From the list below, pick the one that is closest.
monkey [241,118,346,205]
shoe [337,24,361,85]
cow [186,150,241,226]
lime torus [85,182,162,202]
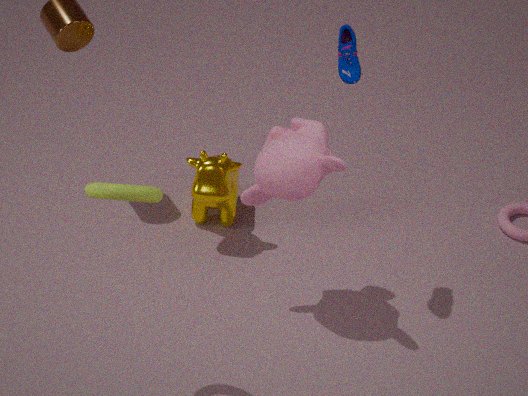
lime torus [85,182,162,202]
